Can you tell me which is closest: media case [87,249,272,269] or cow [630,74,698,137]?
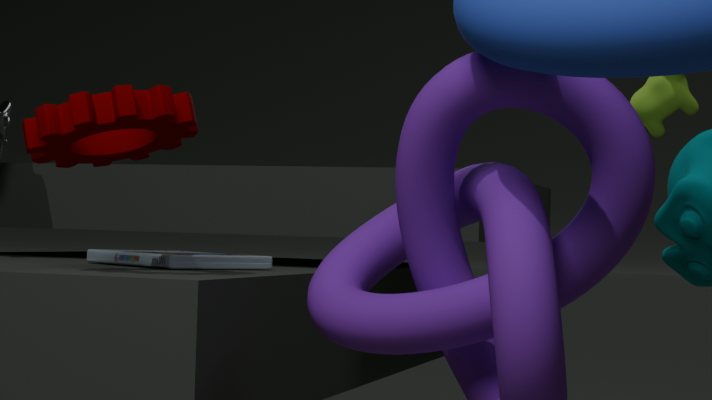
media case [87,249,272,269]
